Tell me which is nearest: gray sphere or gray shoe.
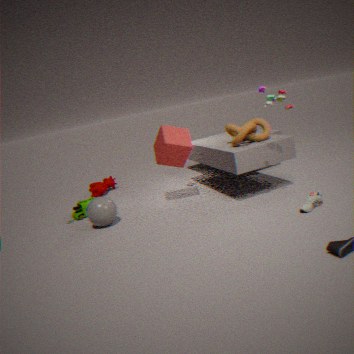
gray shoe
